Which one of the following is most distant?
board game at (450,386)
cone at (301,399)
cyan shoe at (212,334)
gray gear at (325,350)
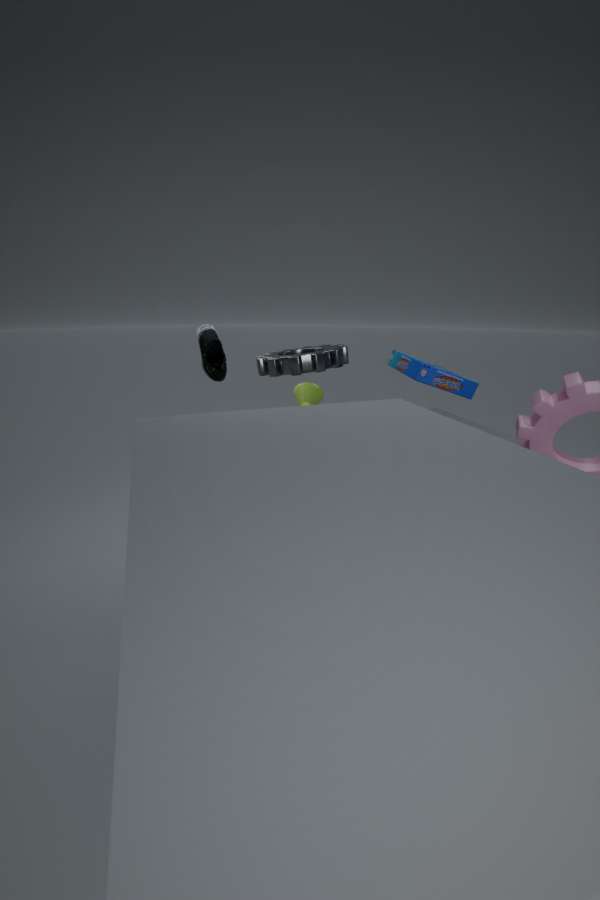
cone at (301,399)
